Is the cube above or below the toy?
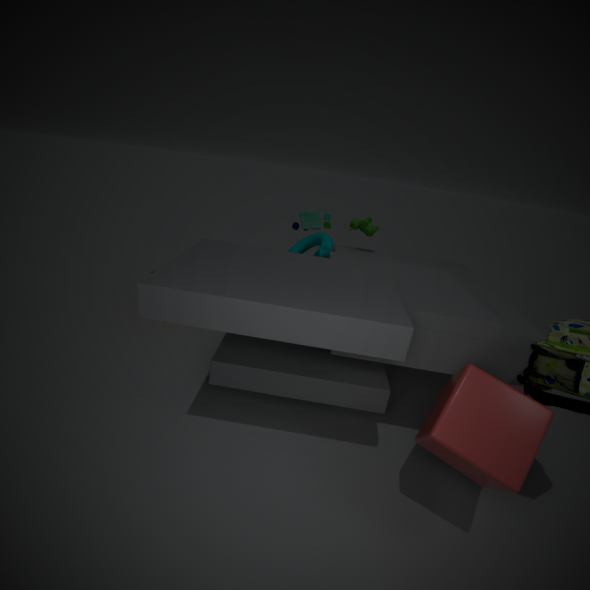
below
